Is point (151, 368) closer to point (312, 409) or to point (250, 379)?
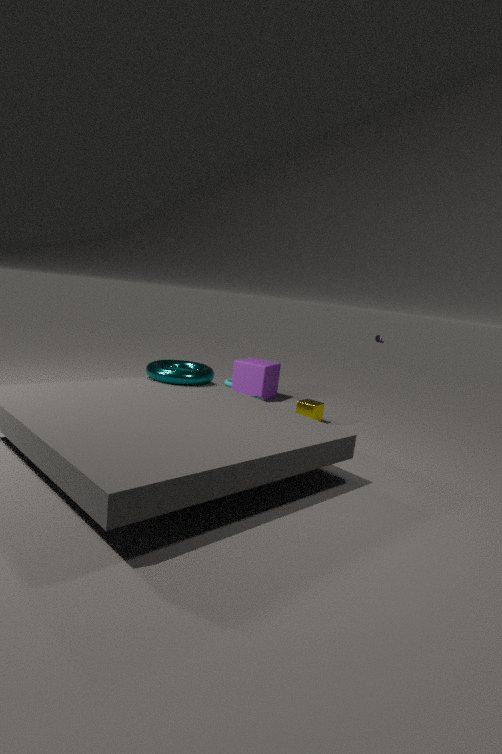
point (312, 409)
